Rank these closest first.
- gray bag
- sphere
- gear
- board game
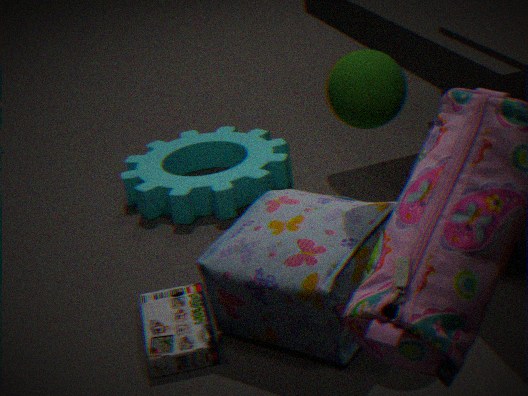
gray bag < sphere < board game < gear
